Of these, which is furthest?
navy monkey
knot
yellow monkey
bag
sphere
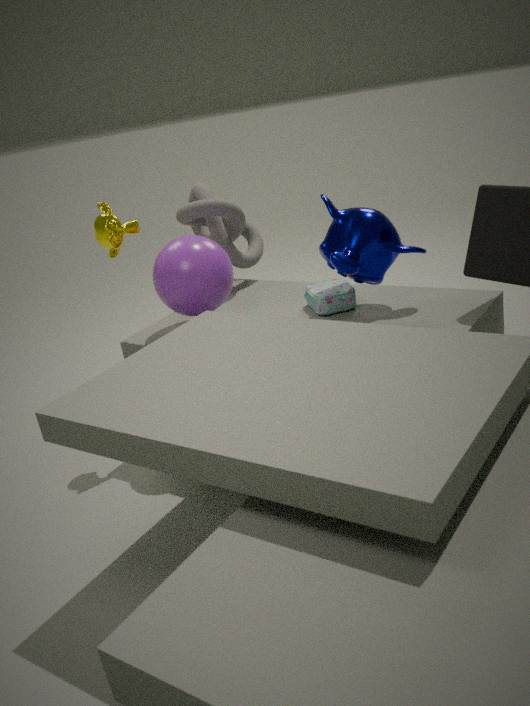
knot
